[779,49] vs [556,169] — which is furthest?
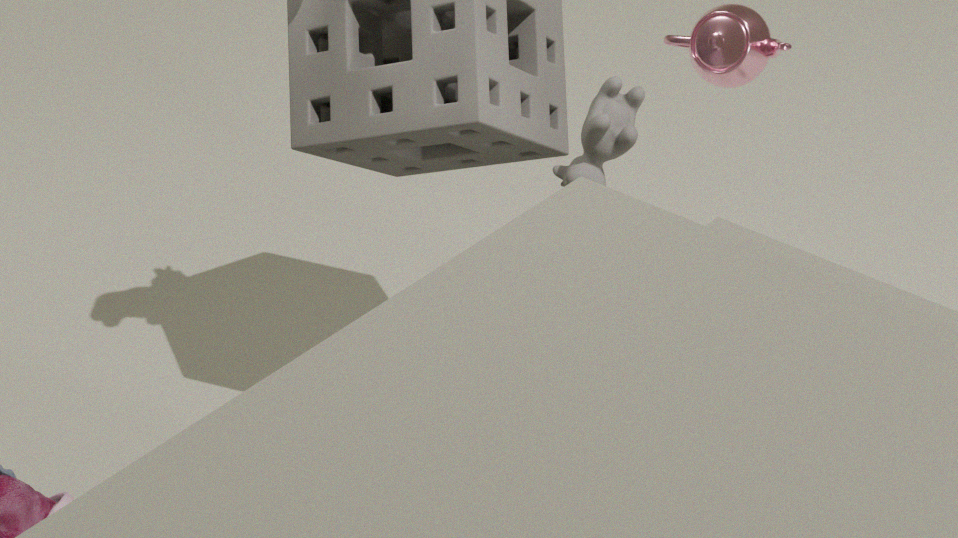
[556,169]
